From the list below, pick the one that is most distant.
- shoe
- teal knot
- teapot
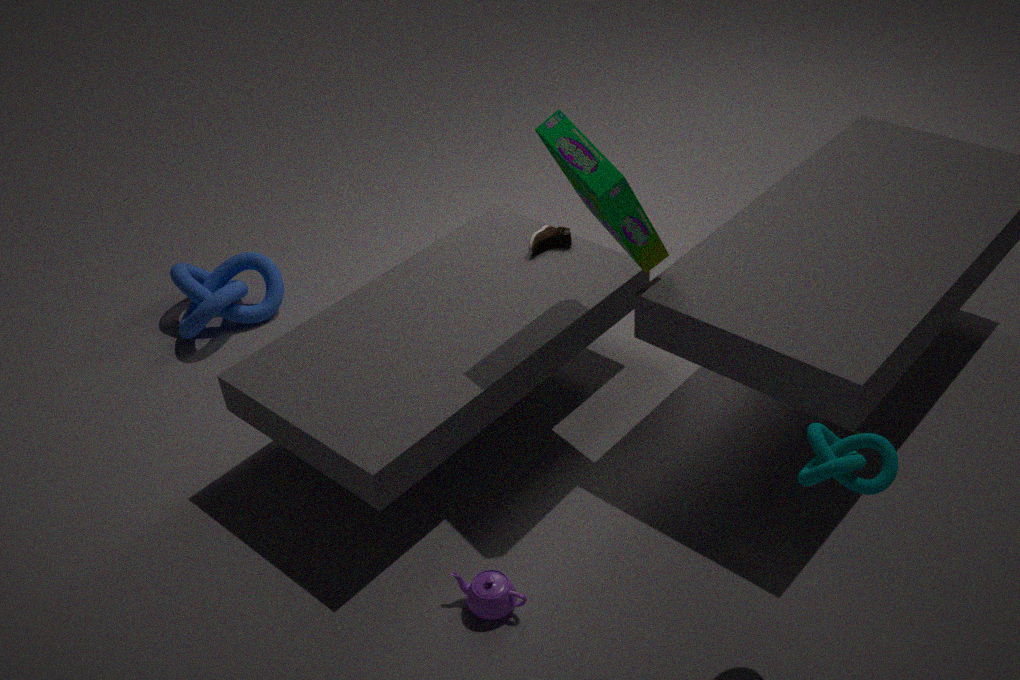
shoe
